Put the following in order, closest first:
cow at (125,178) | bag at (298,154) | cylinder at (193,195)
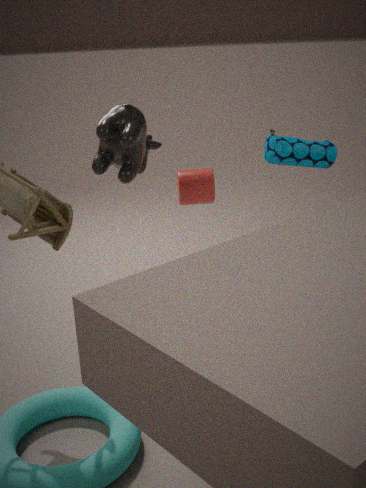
1. cow at (125,178)
2. bag at (298,154)
3. cylinder at (193,195)
